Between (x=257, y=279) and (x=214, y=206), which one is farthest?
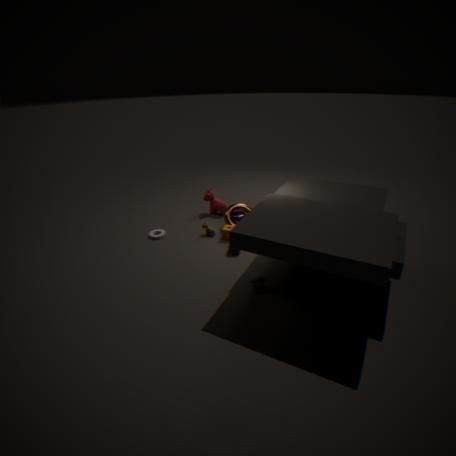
(x=214, y=206)
